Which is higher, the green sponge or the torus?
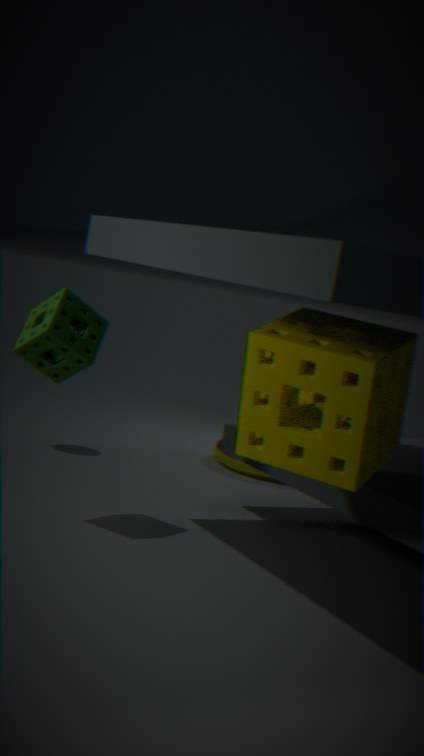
the green sponge
